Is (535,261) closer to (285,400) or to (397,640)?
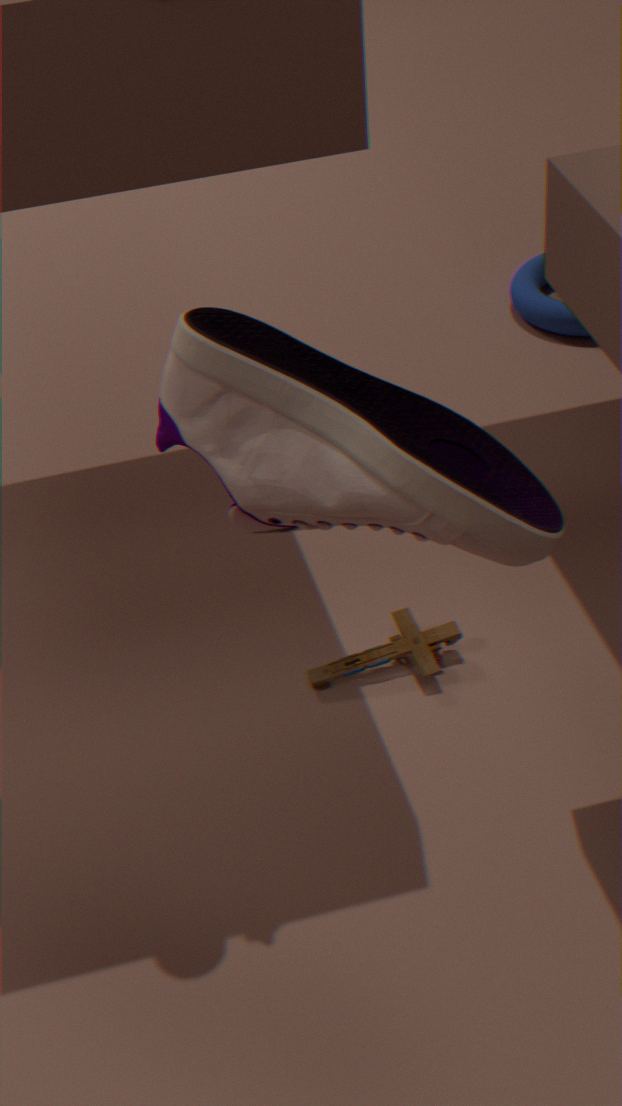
(397,640)
